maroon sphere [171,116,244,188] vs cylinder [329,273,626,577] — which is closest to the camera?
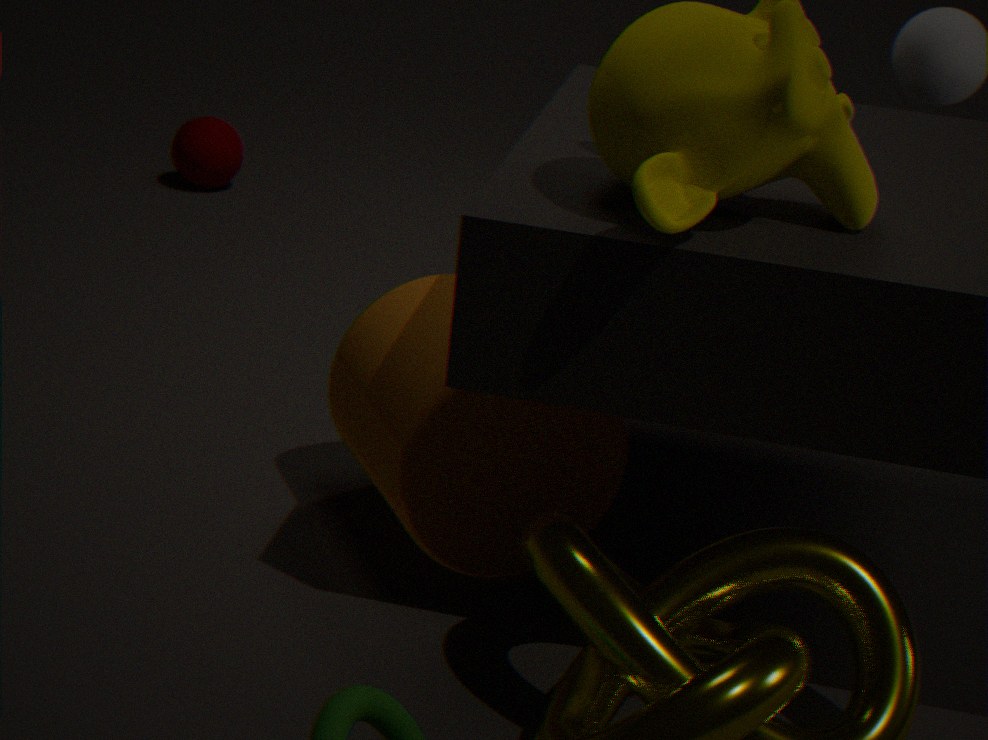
cylinder [329,273,626,577]
